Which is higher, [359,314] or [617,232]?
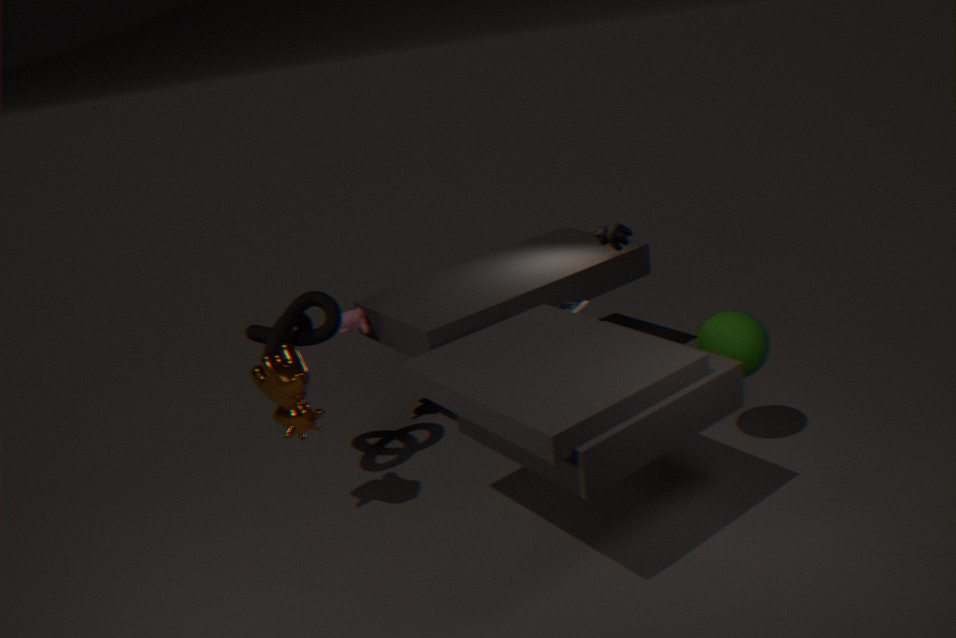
[617,232]
